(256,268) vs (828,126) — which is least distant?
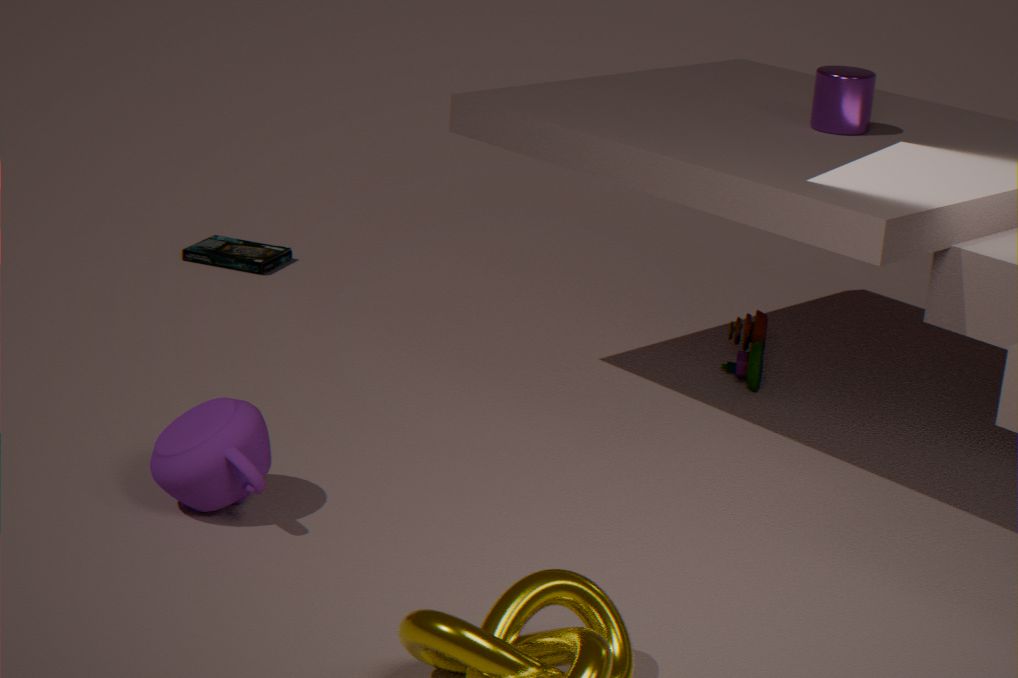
(828,126)
